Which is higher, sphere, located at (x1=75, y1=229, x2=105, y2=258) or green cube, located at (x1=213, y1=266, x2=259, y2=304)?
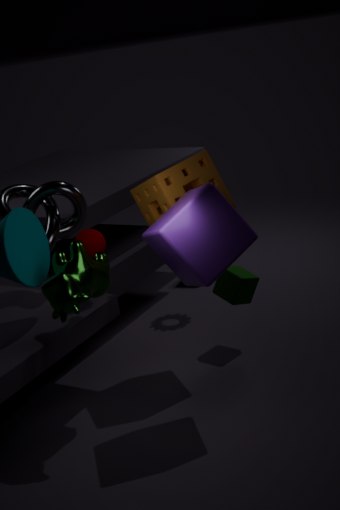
sphere, located at (x1=75, y1=229, x2=105, y2=258)
